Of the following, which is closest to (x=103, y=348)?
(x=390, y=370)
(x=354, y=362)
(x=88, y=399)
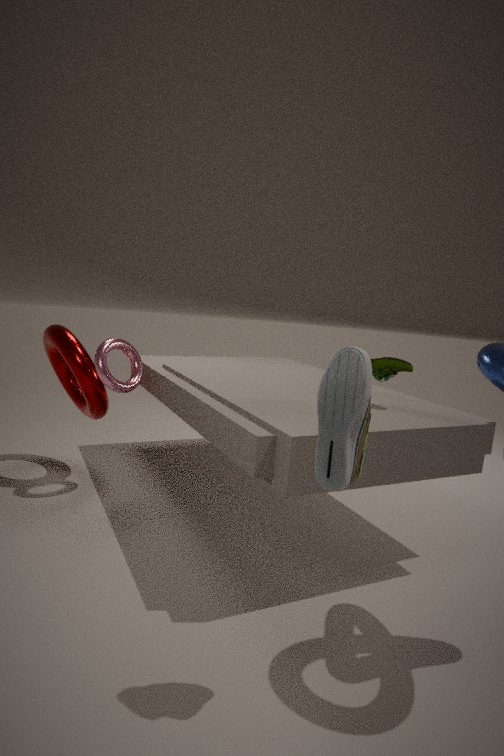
(x=88, y=399)
